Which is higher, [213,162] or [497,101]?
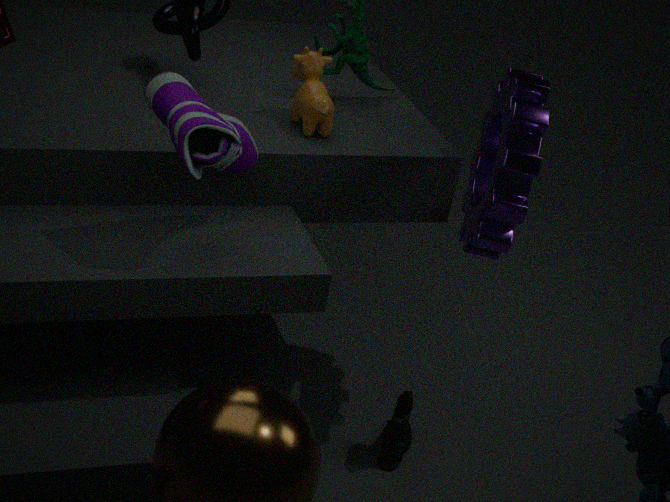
[213,162]
